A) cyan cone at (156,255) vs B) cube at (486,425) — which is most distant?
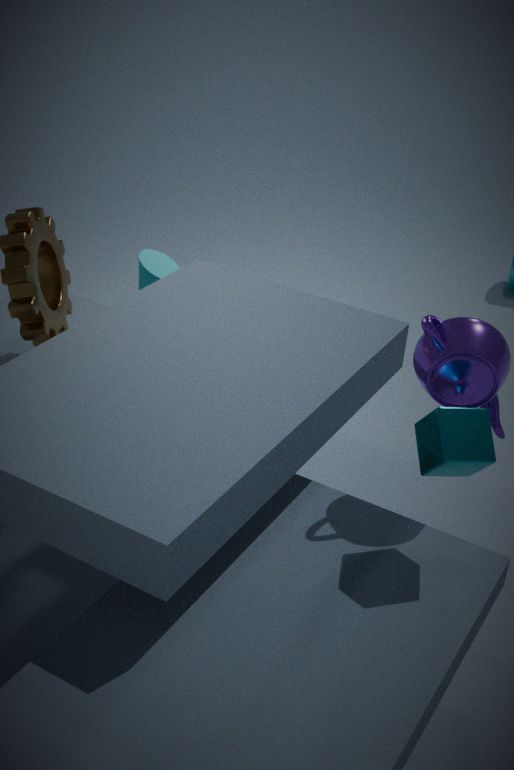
A. cyan cone at (156,255)
